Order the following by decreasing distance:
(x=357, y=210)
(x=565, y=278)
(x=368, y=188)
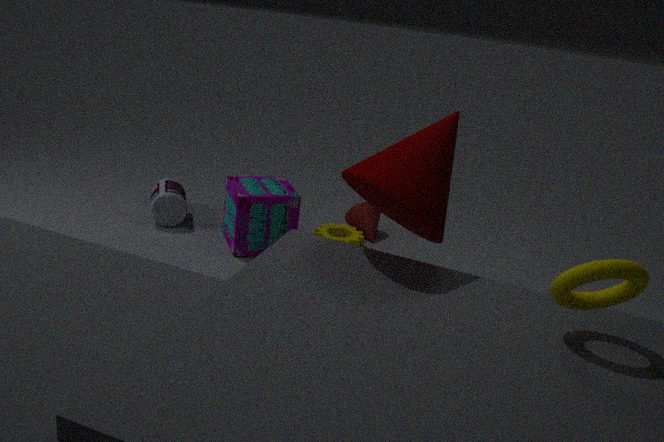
(x=357, y=210) < (x=368, y=188) < (x=565, y=278)
